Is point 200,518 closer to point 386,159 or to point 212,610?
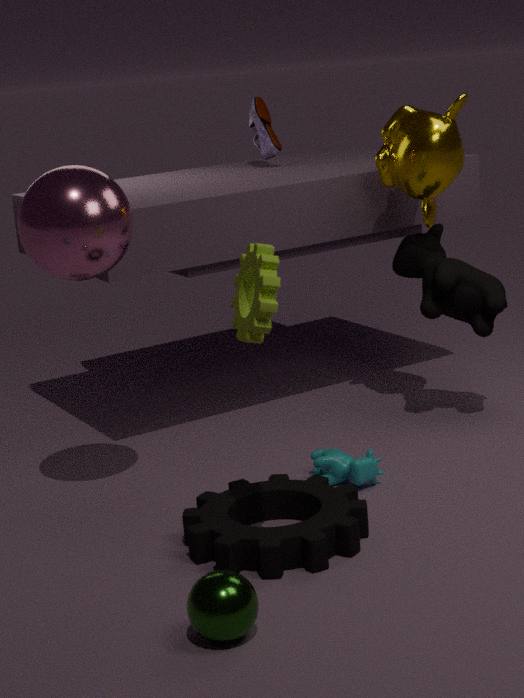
point 212,610
